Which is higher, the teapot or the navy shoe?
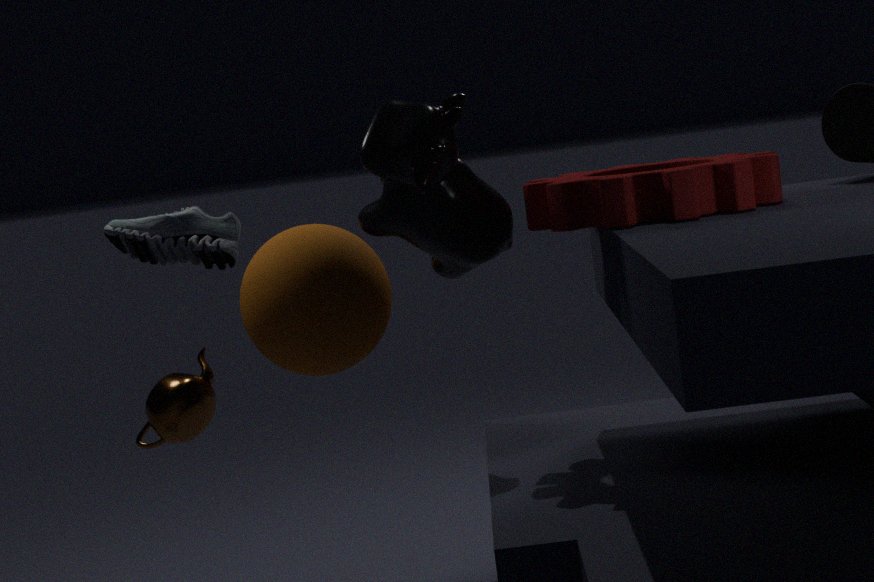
the navy shoe
